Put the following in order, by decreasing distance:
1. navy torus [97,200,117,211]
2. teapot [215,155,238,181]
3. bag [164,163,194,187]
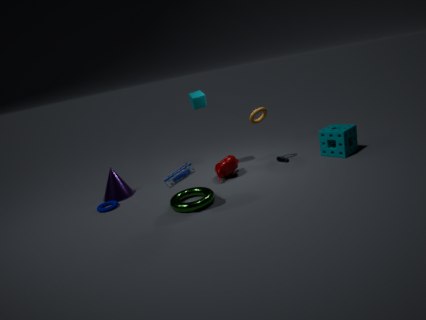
teapot [215,155,238,181]
navy torus [97,200,117,211]
bag [164,163,194,187]
